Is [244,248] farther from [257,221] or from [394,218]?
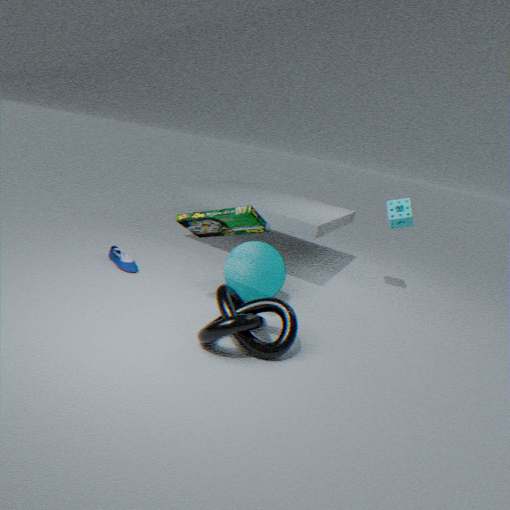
[394,218]
